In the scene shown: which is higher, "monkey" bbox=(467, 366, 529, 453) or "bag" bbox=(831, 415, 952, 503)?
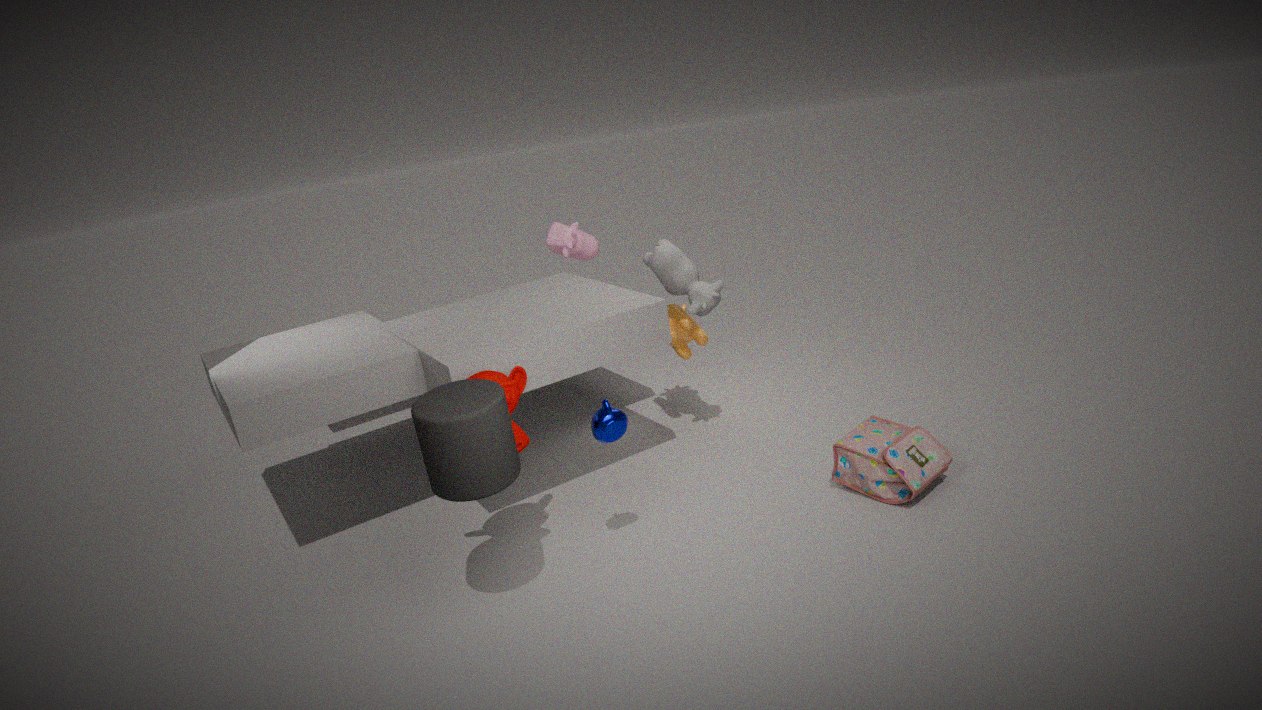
"monkey" bbox=(467, 366, 529, 453)
